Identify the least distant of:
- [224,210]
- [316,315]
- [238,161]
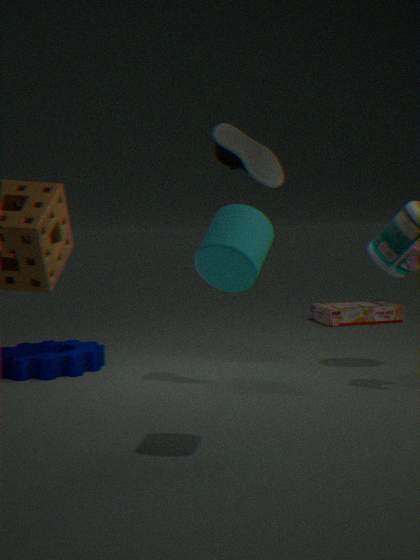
[224,210]
